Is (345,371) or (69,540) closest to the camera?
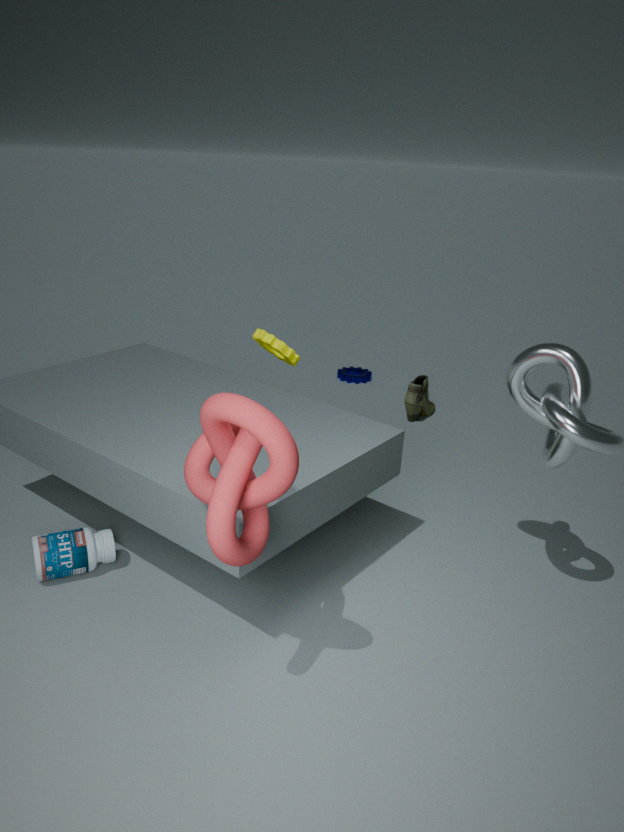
(69,540)
